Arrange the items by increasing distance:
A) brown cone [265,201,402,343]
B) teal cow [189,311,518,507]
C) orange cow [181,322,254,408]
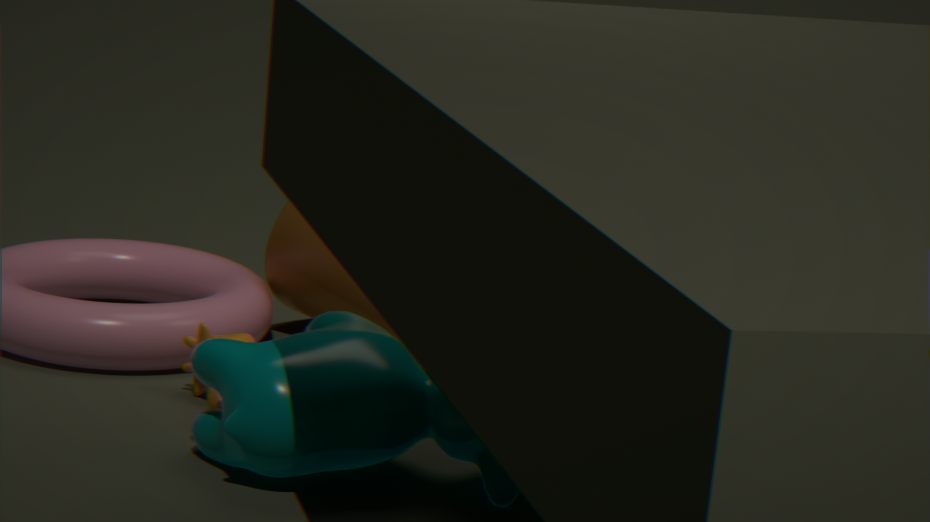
teal cow [189,311,518,507], orange cow [181,322,254,408], brown cone [265,201,402,343]
